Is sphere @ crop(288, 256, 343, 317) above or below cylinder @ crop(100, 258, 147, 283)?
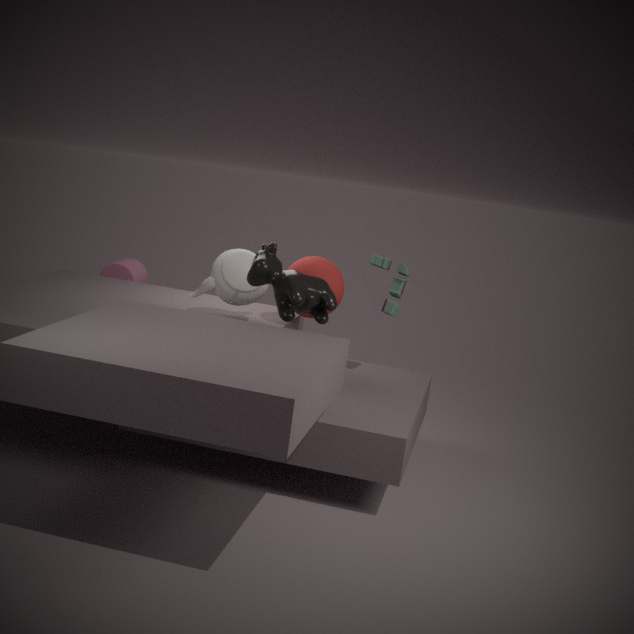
above
